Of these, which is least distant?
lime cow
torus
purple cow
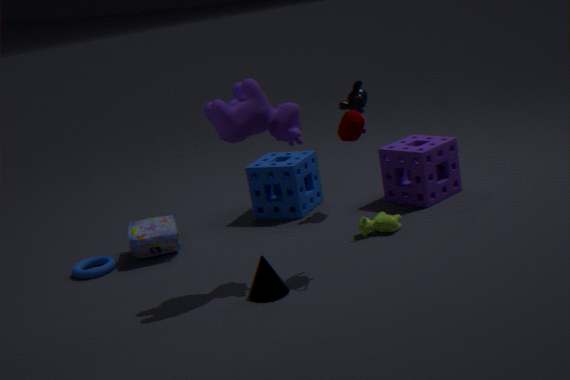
purple cow
